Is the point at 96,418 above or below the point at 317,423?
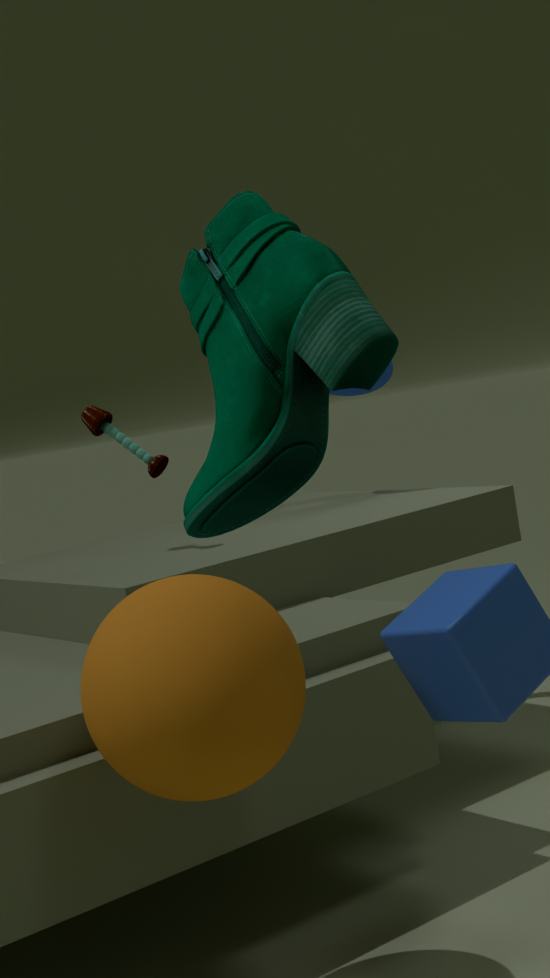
below
